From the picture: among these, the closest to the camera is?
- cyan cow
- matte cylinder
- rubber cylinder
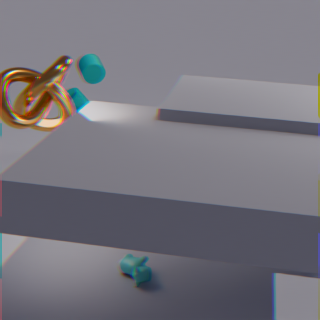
cyan cow
